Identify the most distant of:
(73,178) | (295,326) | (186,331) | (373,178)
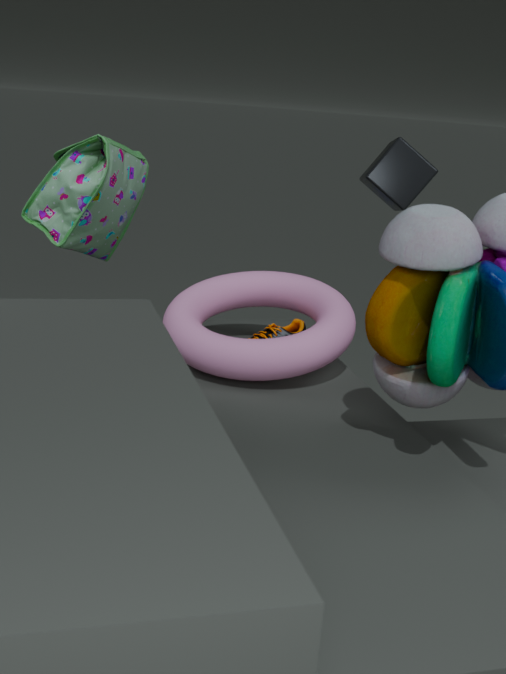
(373,178)
